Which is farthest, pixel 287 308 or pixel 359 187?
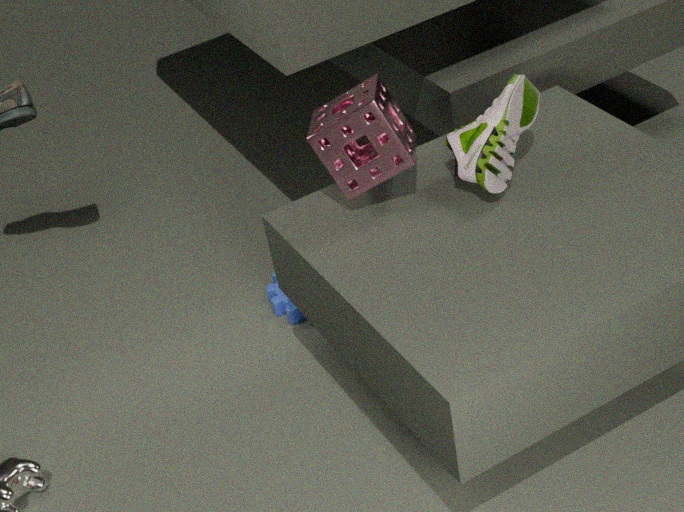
pixel 287 308
